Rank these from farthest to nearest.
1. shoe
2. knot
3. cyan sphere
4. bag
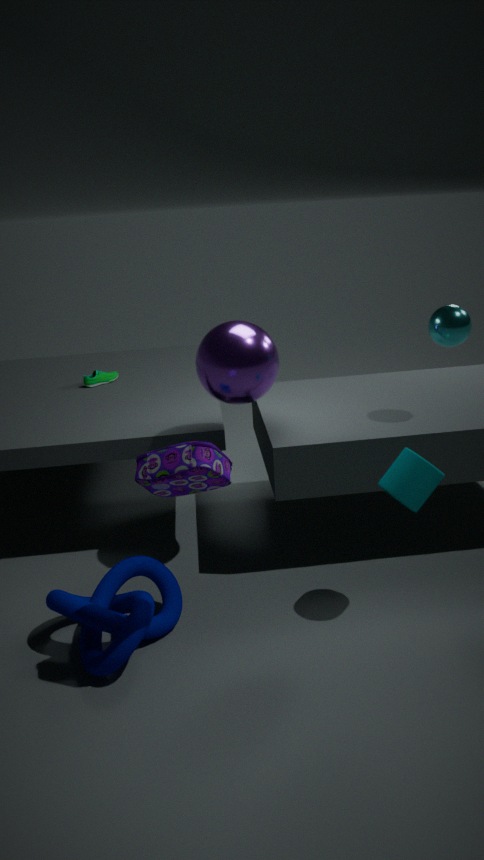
shoe → cyan sphere → knot → bag
